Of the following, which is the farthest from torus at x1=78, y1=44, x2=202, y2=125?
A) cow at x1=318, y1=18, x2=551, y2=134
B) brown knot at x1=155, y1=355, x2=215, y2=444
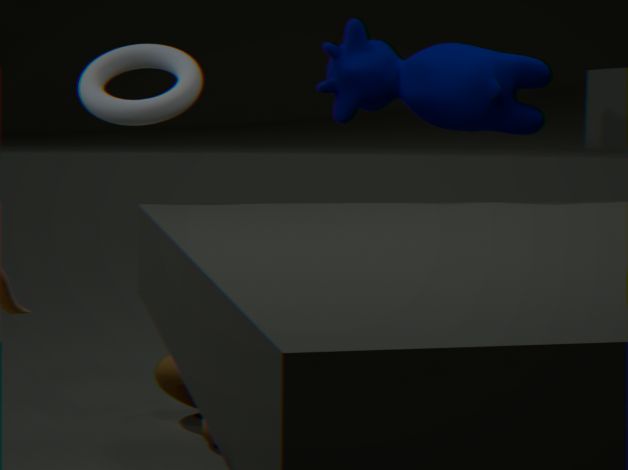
brown knot at x1=155, y1=355, x2=215, y2=444
